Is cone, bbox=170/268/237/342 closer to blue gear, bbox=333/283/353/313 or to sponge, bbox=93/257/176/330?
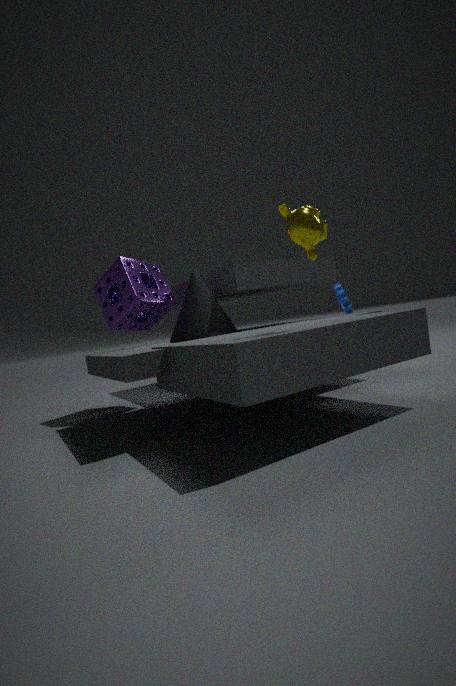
sponge, bbox=93/257/176/330
